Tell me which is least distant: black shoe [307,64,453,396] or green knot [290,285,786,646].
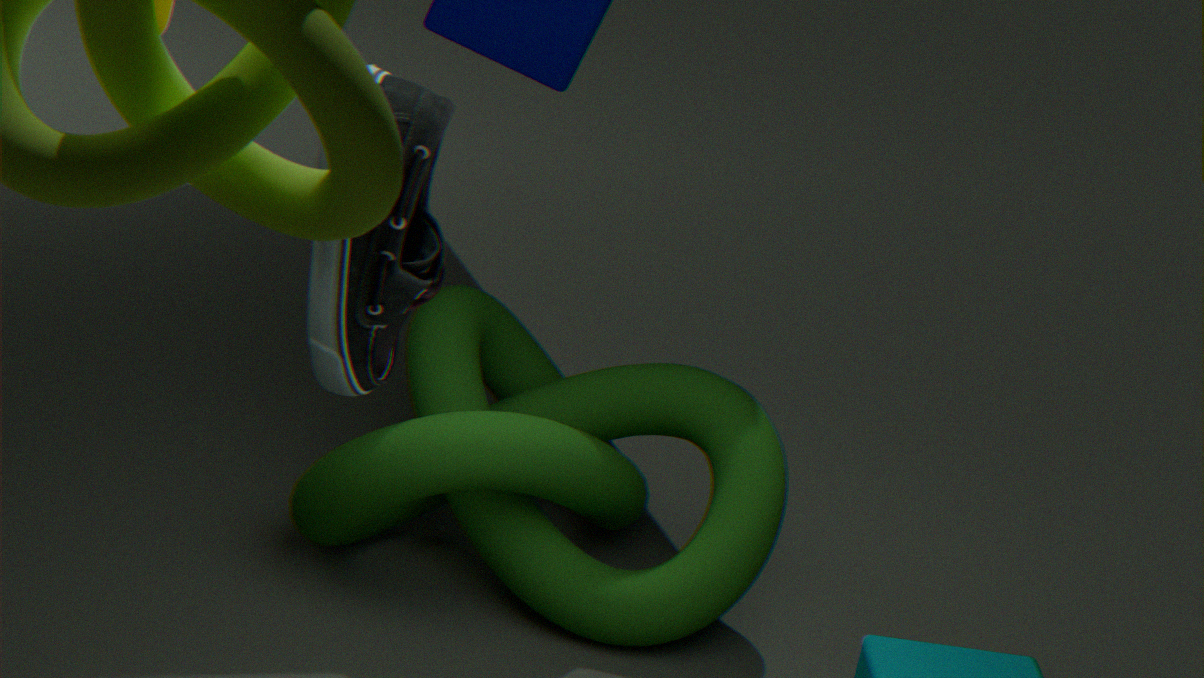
black shoe [307,64,453,396]
